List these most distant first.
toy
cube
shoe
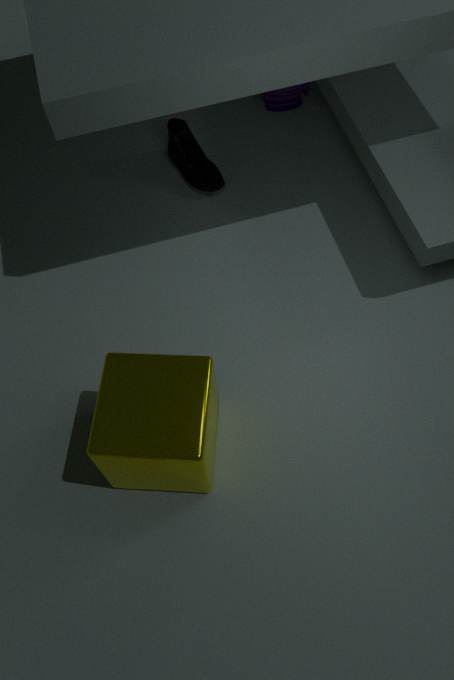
toy, shoe, cube
